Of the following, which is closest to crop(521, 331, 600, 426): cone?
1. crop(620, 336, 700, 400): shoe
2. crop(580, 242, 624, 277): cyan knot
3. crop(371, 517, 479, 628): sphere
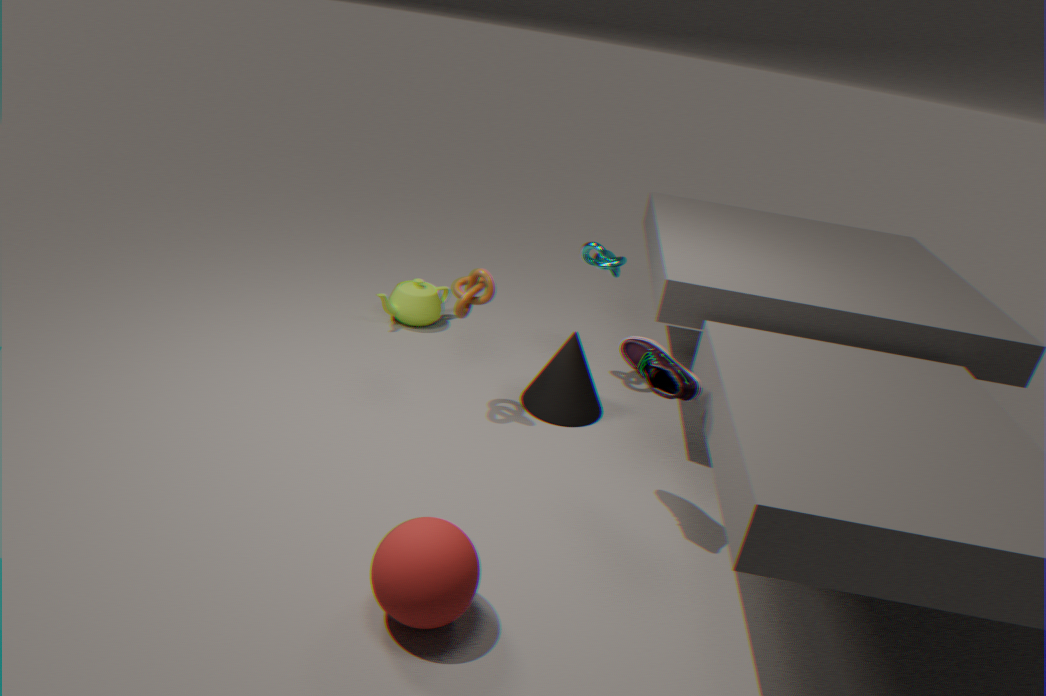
crop(580, 242, 624, 277): cyan knot
